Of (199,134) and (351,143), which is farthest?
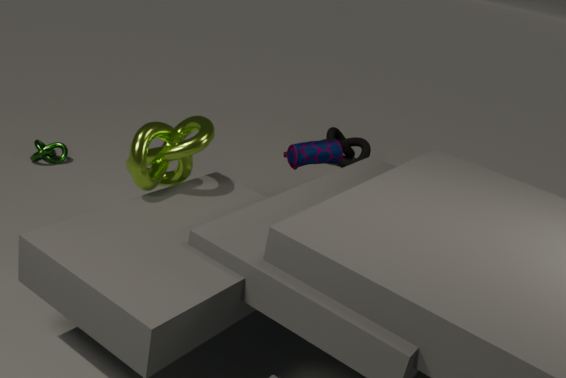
(351,143)
